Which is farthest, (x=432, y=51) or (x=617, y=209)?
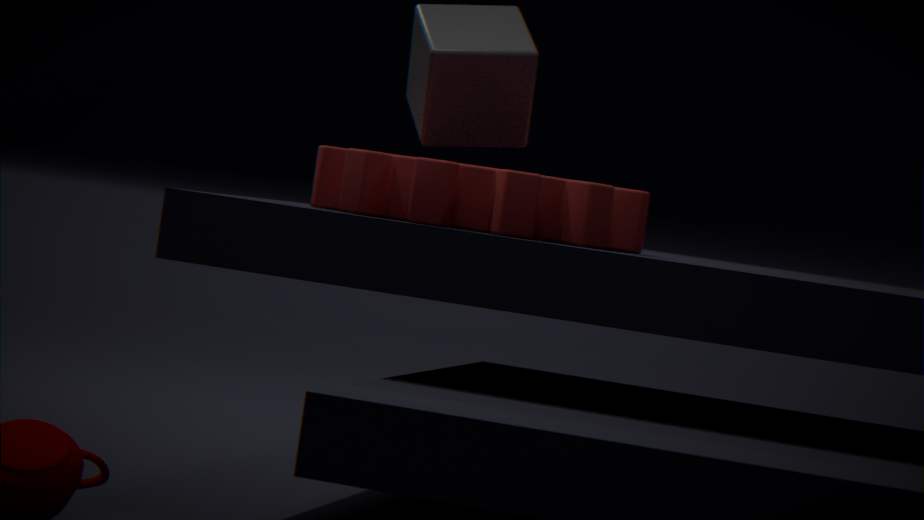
(x=432, y=51)
